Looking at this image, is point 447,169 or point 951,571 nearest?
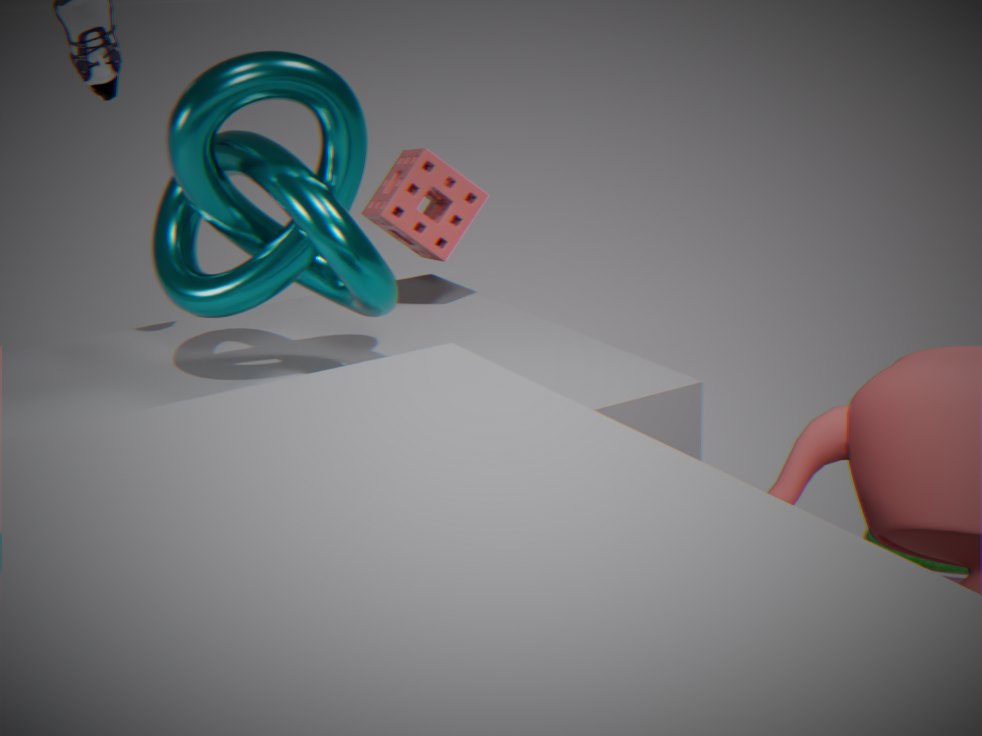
point 951,571
